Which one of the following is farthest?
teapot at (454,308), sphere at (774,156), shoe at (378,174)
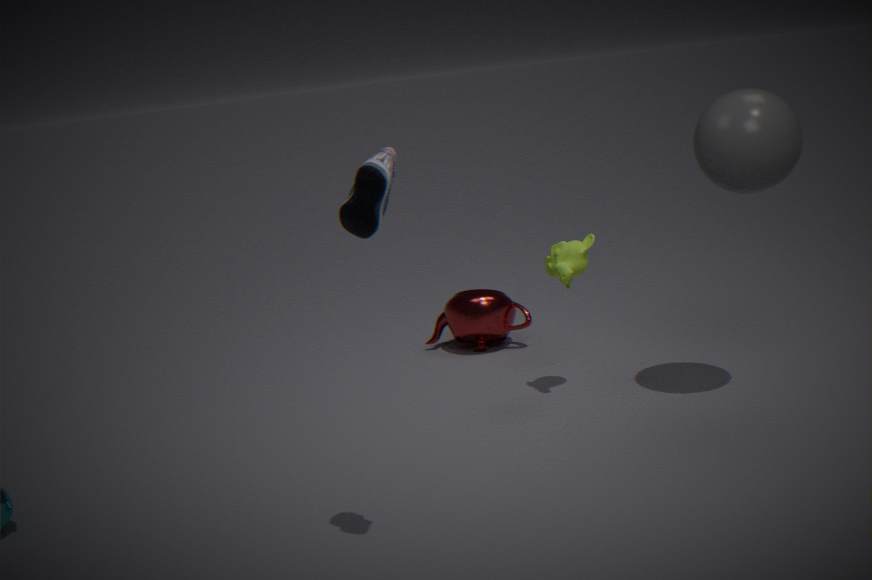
teapot at (454,308)
